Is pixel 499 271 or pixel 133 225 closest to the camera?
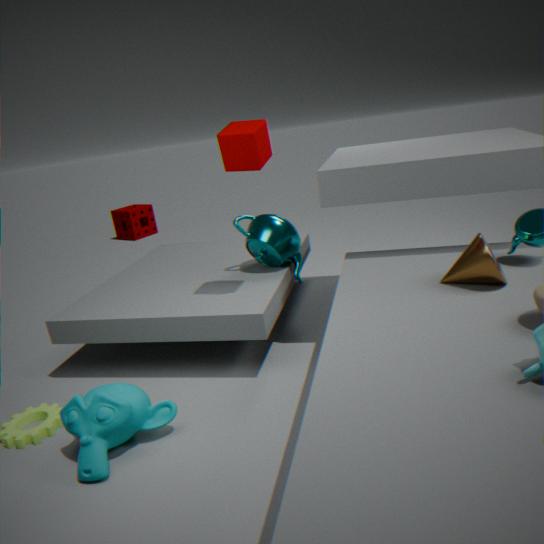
pixel 499 271
